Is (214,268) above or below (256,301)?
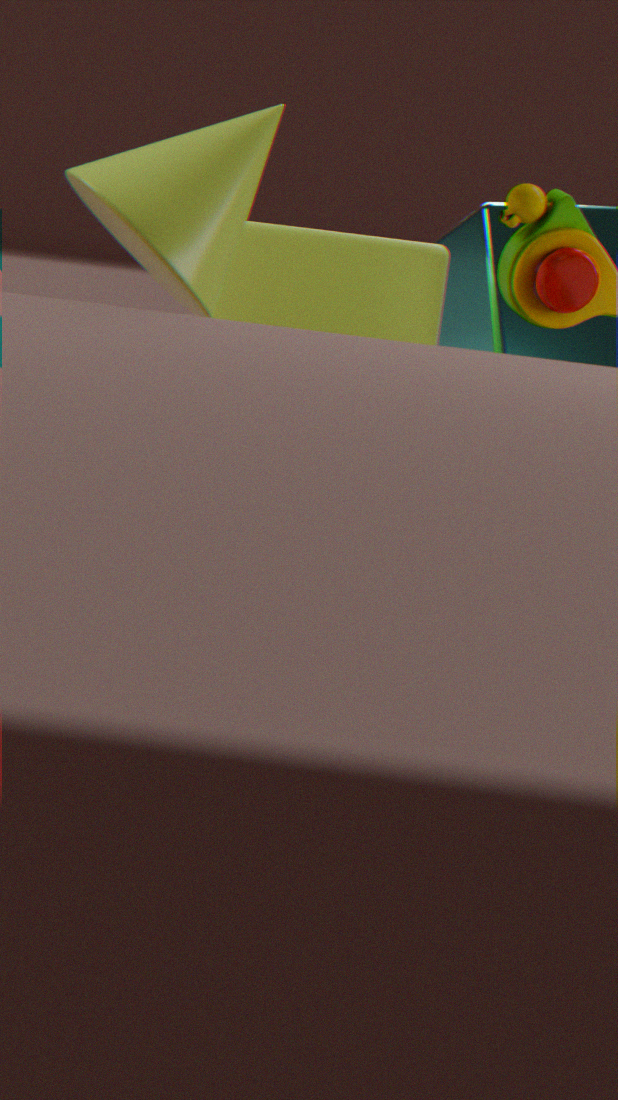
above
